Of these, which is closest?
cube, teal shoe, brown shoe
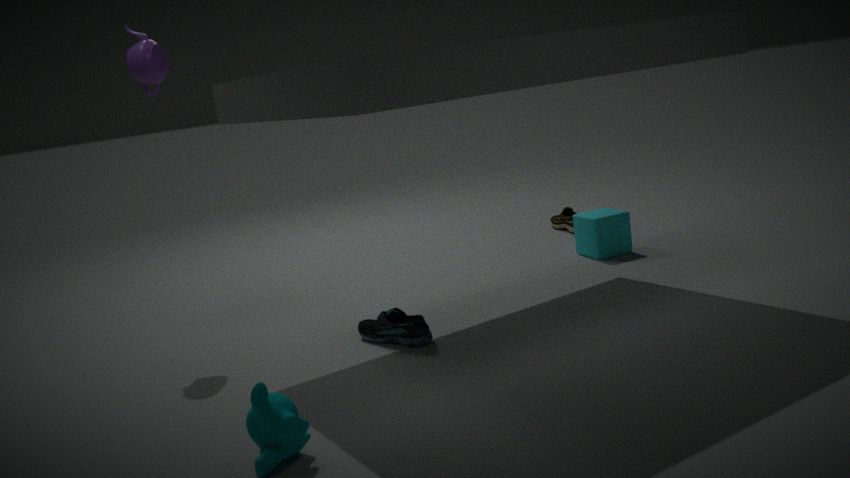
teal shoe
